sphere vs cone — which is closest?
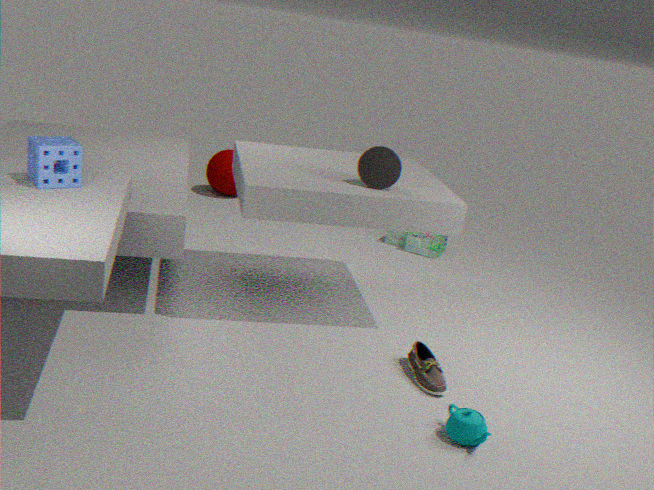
cone
